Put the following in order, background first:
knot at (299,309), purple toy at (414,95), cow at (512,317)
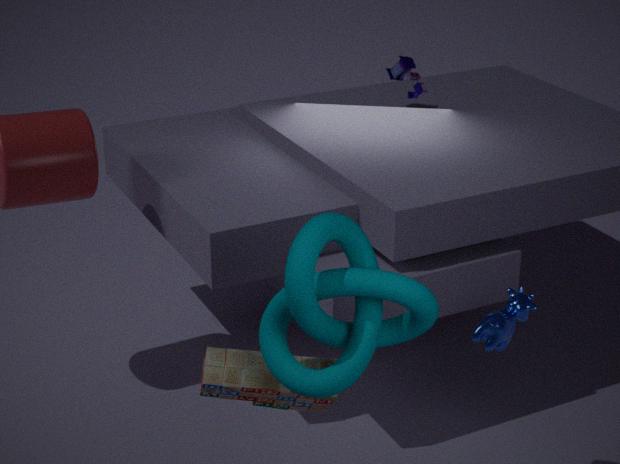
1. purple toy at (414,95)
2. cow at (512,317)
3. knot at (299,309)
